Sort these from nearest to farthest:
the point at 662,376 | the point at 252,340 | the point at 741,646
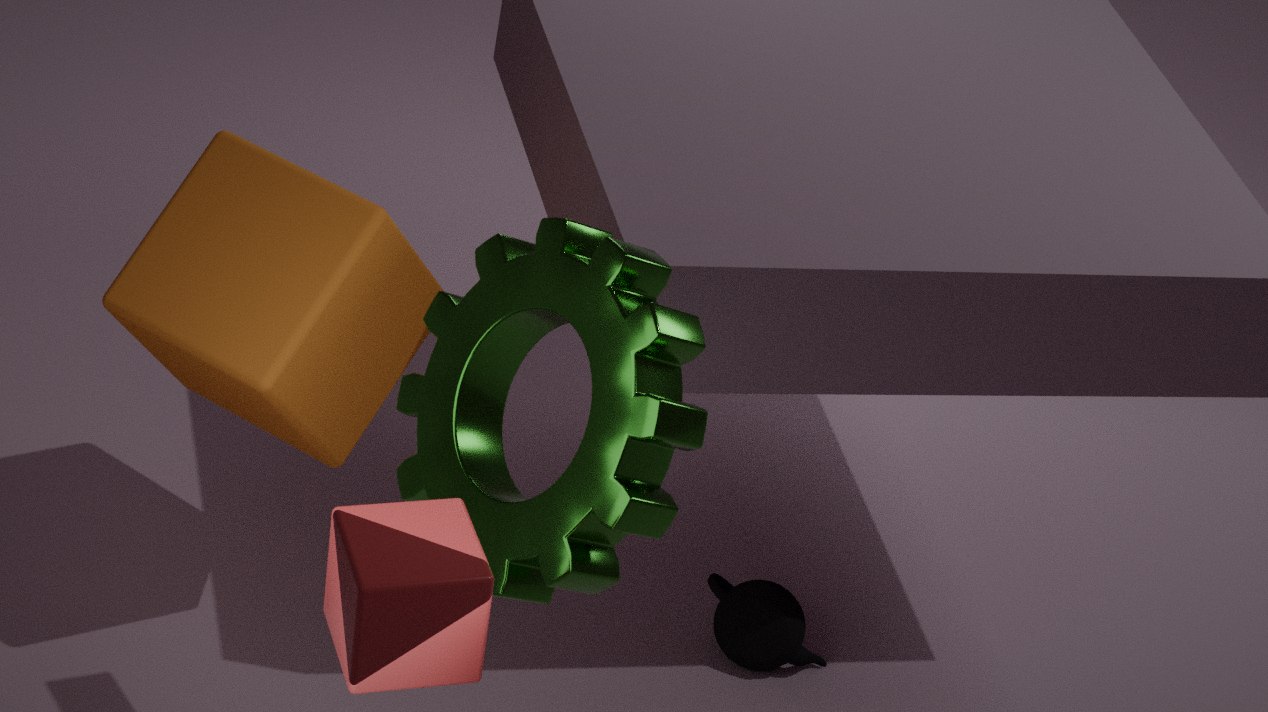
the point at 662,376 → the point at 252,340 → the point at 741,646
